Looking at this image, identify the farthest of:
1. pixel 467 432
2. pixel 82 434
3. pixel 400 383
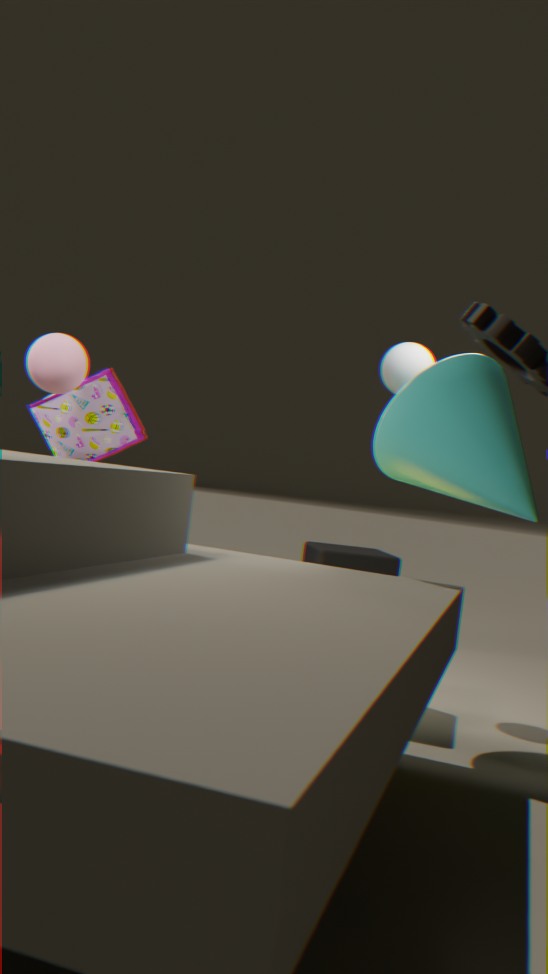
pixel 82 434
